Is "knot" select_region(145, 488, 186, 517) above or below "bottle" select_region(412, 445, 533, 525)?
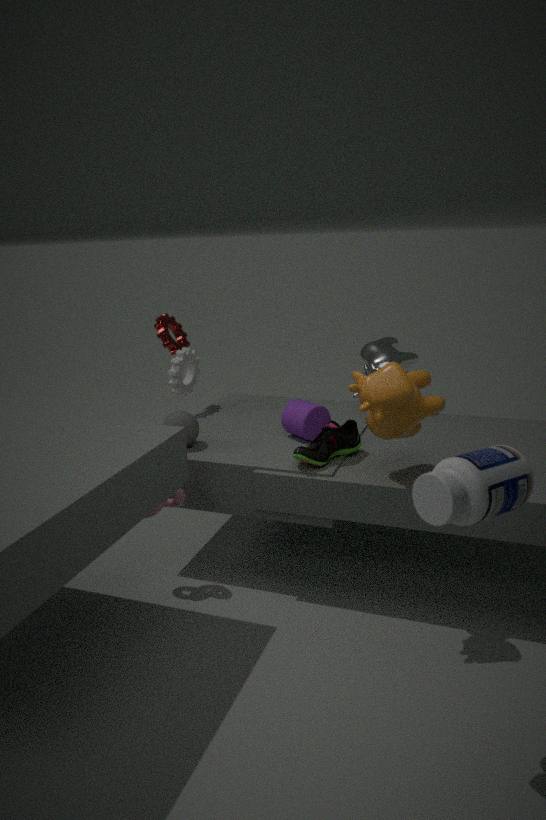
below
